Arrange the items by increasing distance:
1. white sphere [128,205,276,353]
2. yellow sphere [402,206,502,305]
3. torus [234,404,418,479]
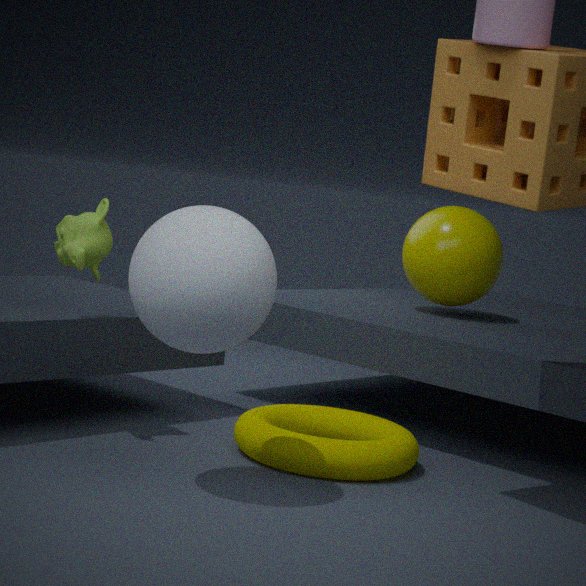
white sphere [128,205,276,353]
torus [234,404,418,479]
yellow sphere [402,206,502,305]
